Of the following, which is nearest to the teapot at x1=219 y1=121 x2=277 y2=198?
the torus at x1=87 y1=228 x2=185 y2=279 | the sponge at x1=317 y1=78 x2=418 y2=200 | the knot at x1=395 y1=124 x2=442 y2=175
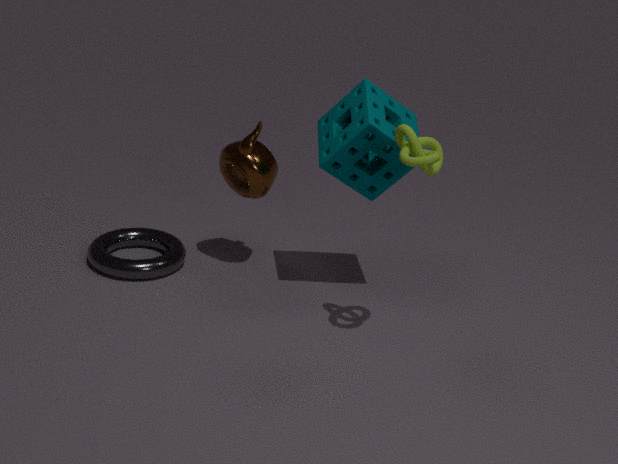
the sponge at x1=317 y1=78 x2=418 y2=200
